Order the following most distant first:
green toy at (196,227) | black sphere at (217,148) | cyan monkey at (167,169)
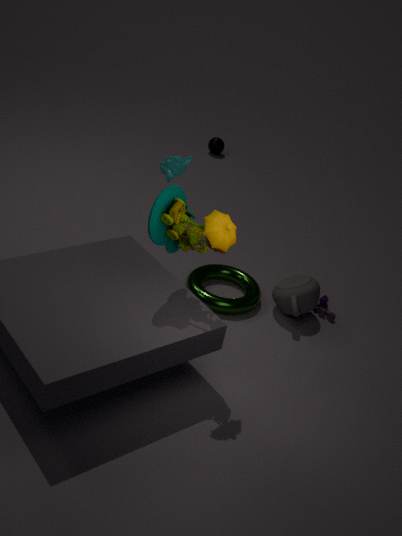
black sphere at (217,148)
cyan monkey at (167,169)
green toy at (196,227)
